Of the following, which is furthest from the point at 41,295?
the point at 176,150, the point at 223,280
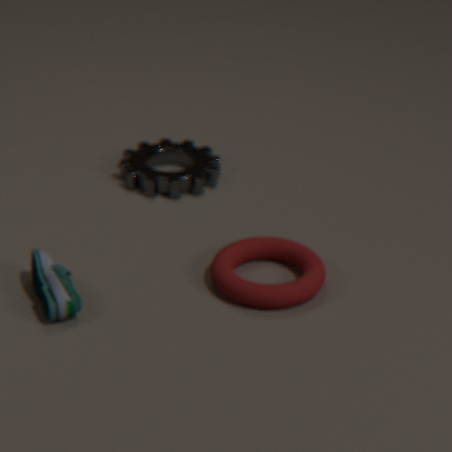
the point at 176,150
